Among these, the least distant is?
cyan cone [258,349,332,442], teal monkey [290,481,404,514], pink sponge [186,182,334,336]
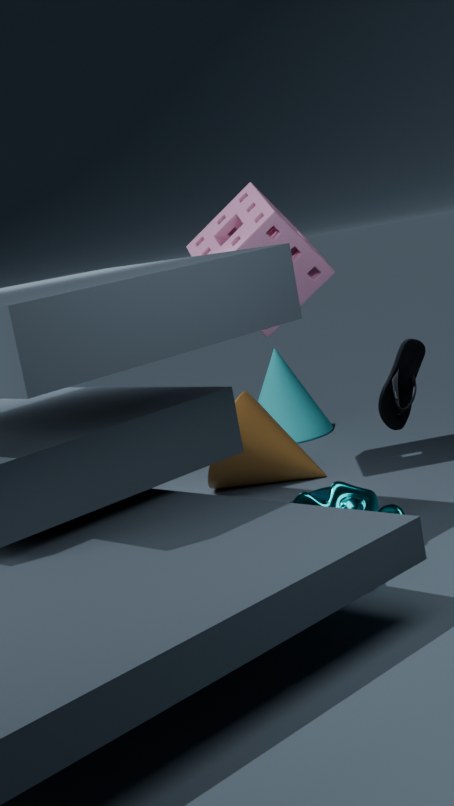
teal monkey [290,481,404,514]
